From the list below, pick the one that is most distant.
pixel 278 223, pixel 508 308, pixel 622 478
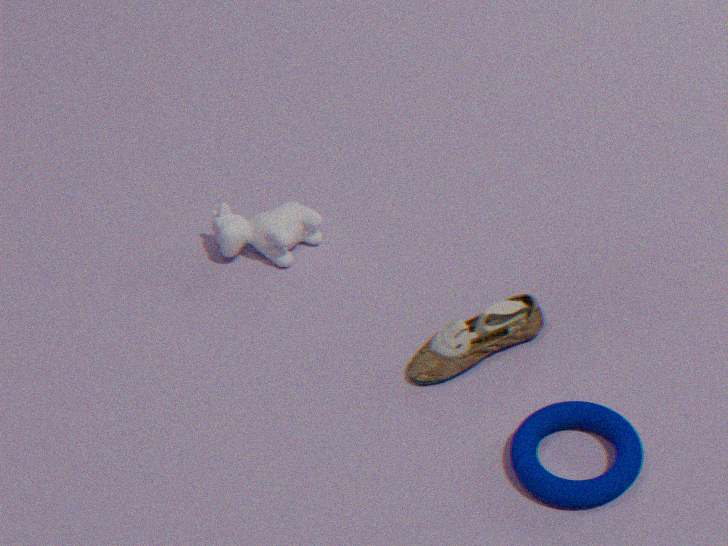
pixel 278 223
